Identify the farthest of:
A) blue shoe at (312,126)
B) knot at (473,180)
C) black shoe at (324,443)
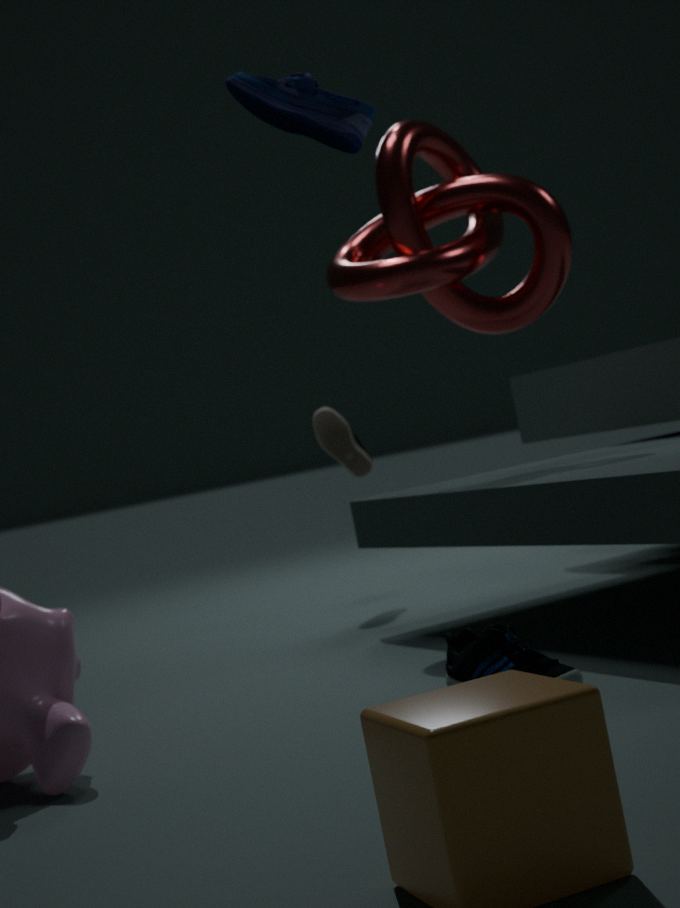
black shoe at (324,443)
